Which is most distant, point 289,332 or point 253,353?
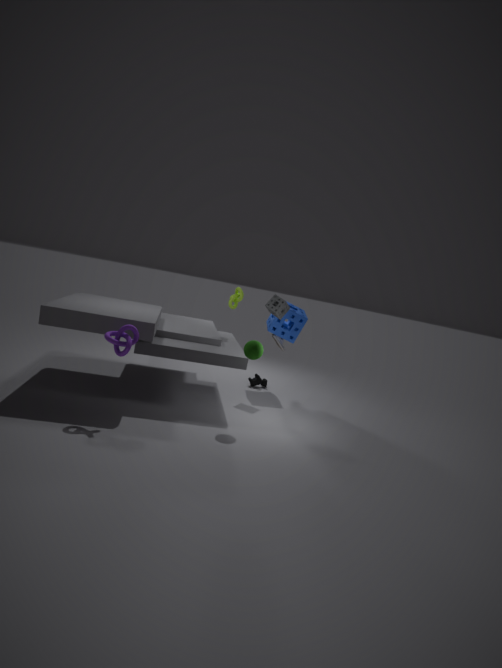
point 289,332
